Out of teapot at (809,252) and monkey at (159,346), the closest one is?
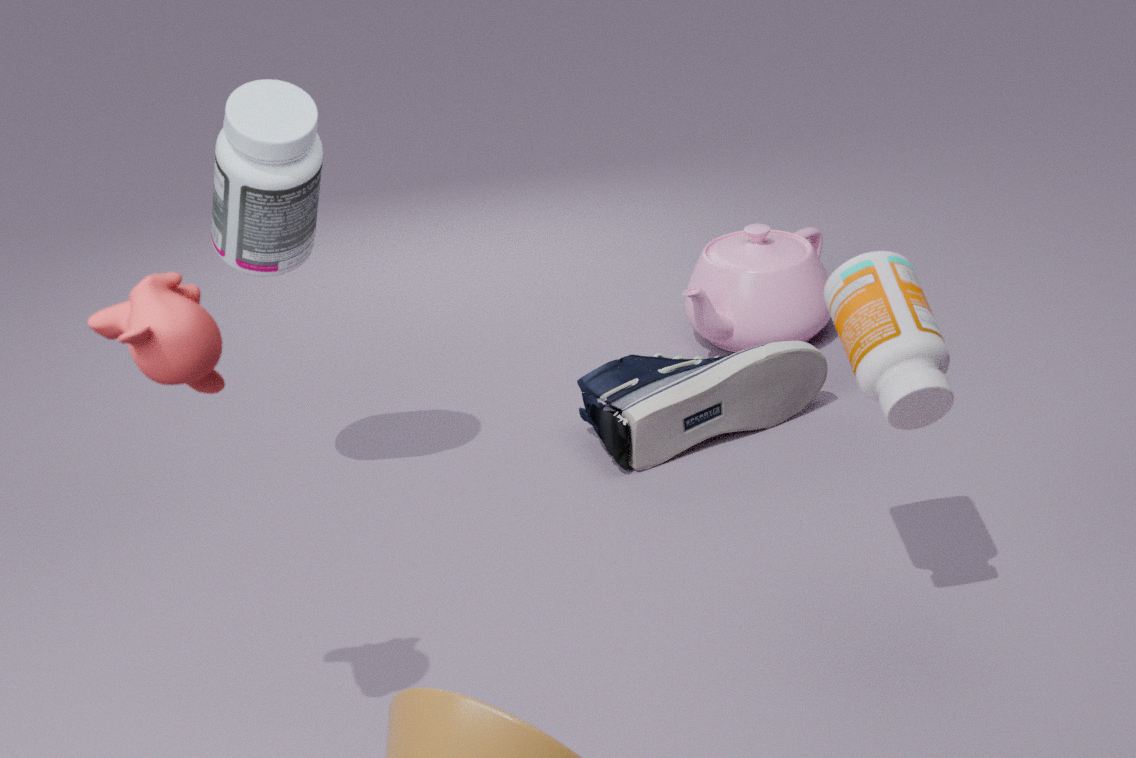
monkey at (159,346)
